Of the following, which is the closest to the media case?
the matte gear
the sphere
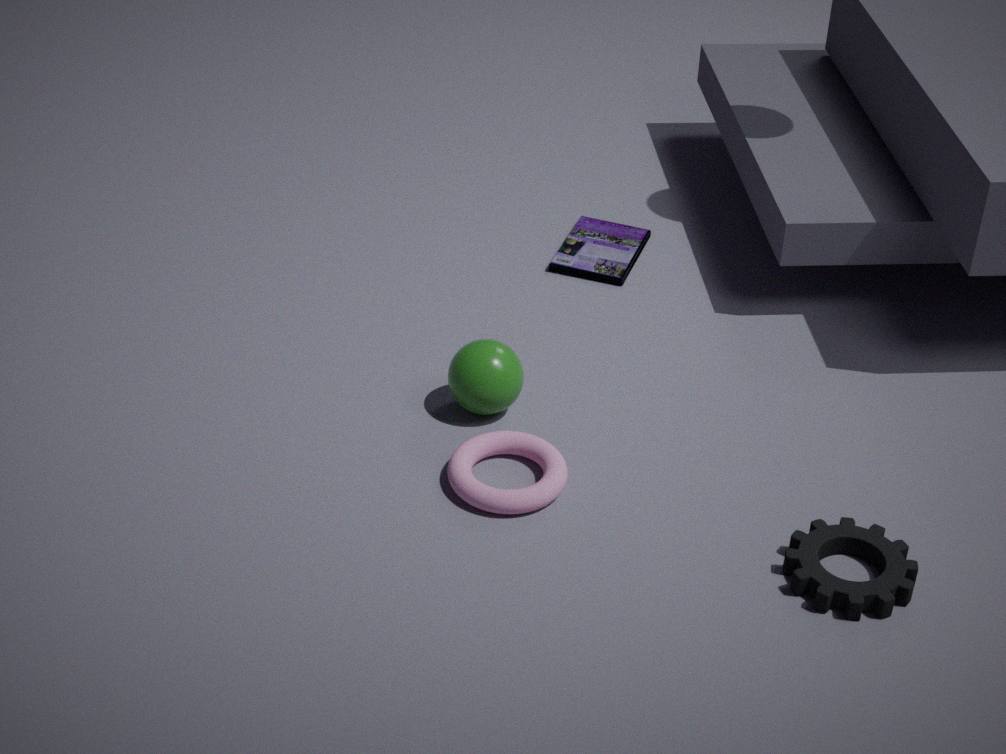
the sphere
